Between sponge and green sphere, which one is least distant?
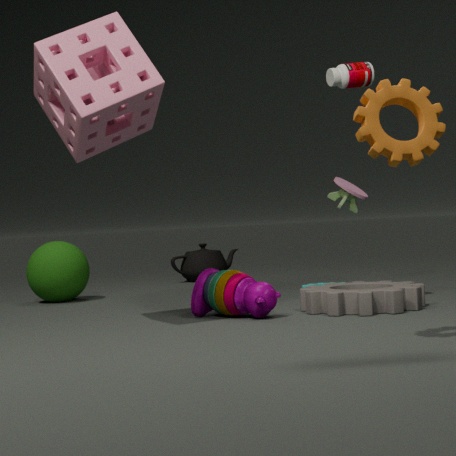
sponge
